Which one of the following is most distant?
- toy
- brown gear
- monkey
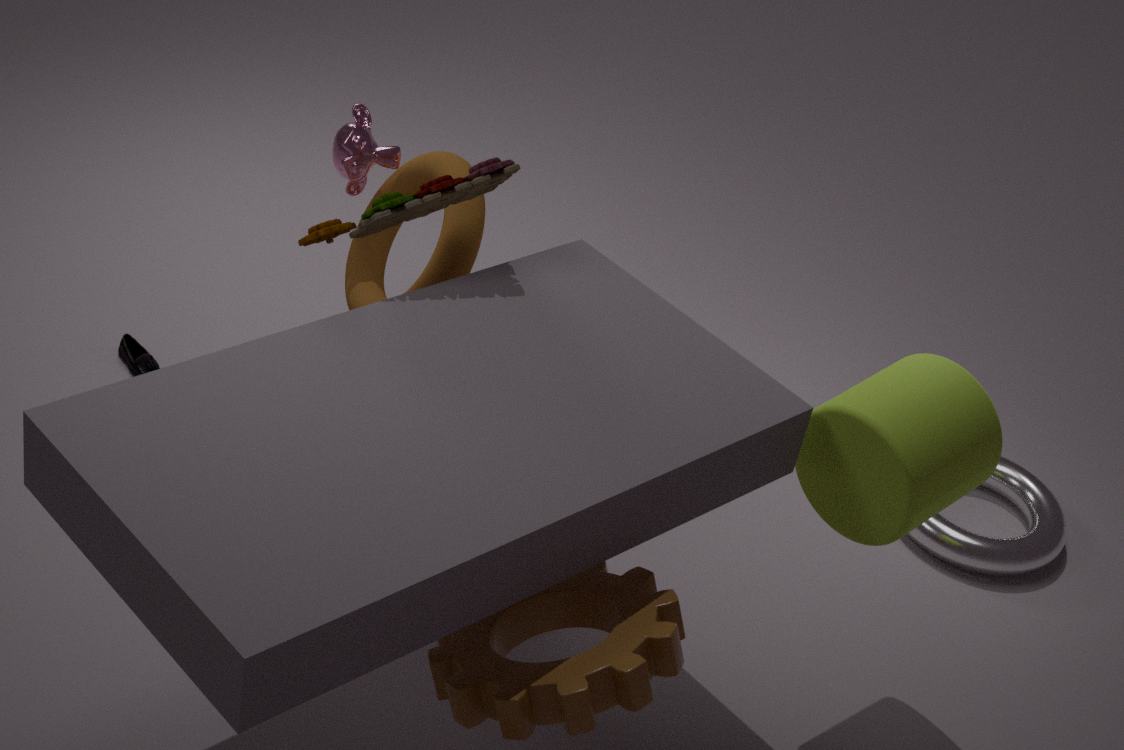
monkey
